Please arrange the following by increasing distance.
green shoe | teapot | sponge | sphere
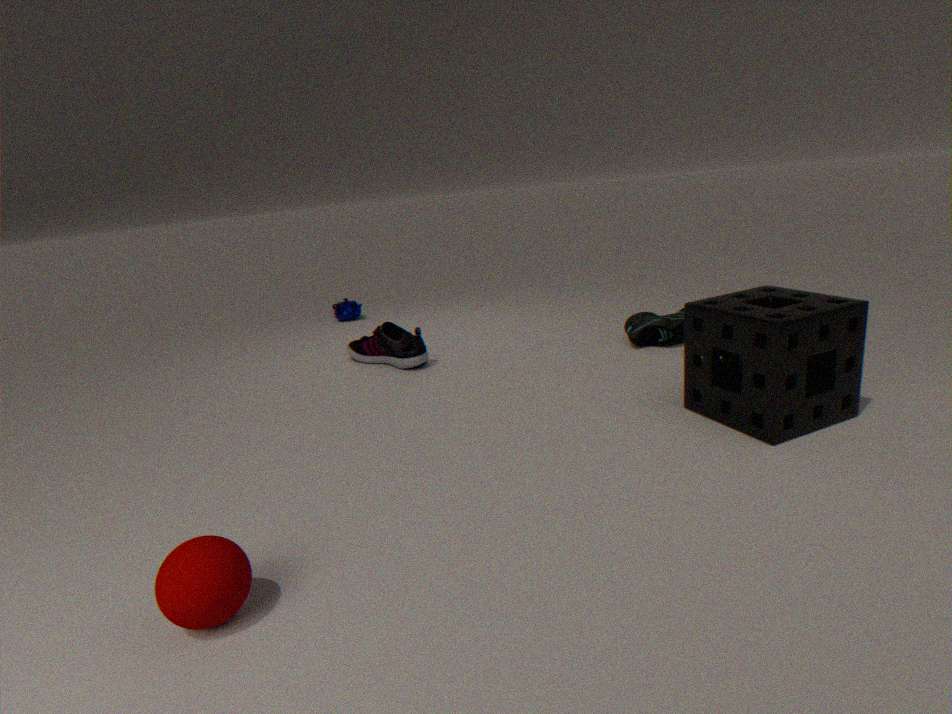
sphere < sponge < green shoe < teapot
